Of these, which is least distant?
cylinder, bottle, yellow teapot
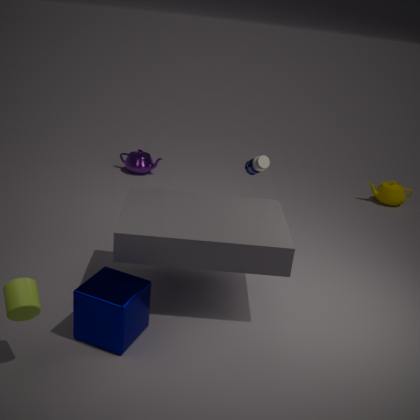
cylinder
